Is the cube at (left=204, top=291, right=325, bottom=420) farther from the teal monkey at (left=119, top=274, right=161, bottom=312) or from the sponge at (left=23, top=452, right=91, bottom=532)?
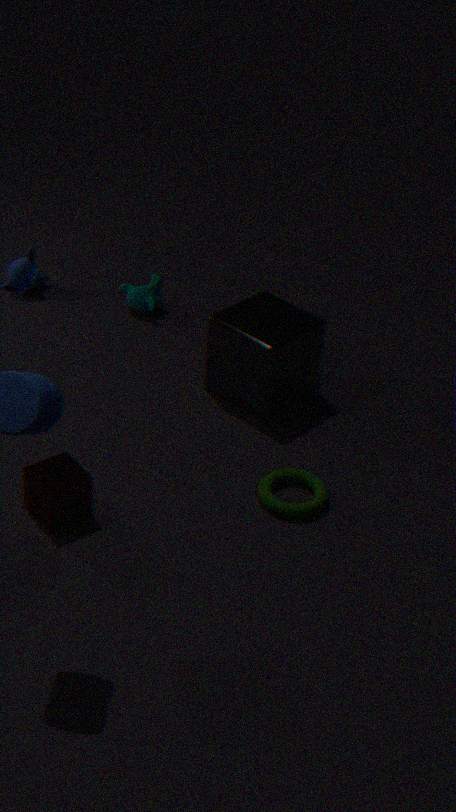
the sponge at (left=23, top=452, right=91, bottom=532)
